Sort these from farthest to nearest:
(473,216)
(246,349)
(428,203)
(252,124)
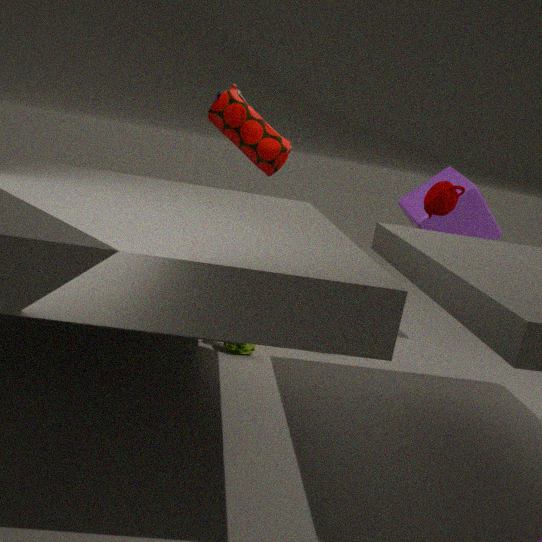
(473,216)
(252,124)
(246,349)
(428,203)
